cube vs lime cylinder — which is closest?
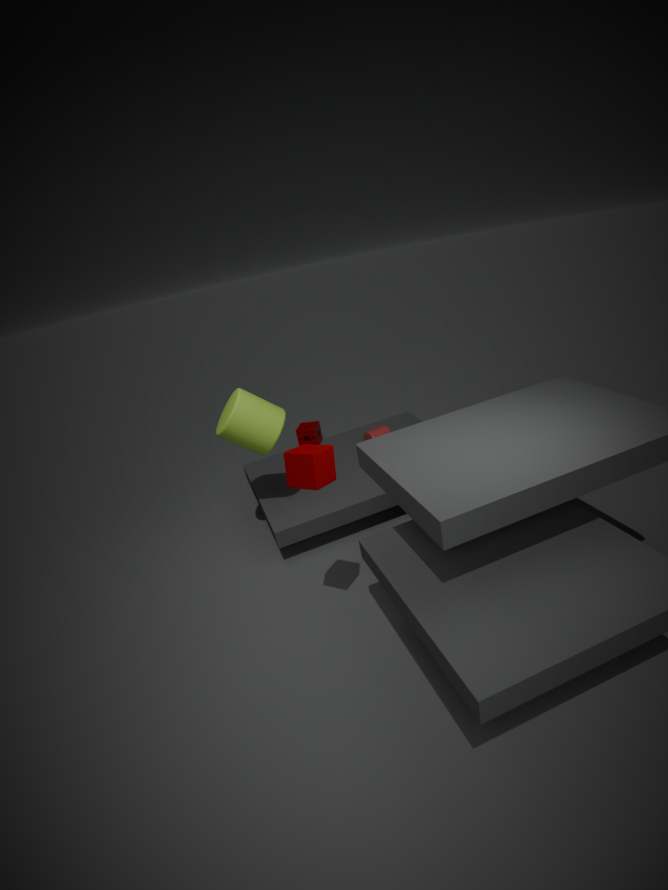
cube
